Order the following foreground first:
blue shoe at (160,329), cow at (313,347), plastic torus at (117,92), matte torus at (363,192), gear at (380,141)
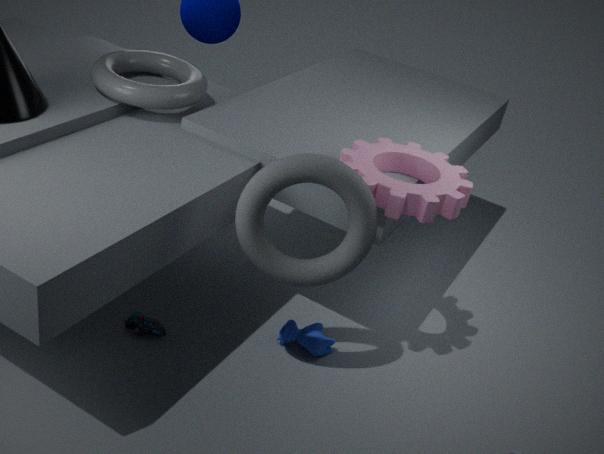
1. matte torus at (363,192)
2. gear at (380,141)
3. plastic torus at (117,92)
4. blue shoe at (160,329)
5. cow at (313,347)
